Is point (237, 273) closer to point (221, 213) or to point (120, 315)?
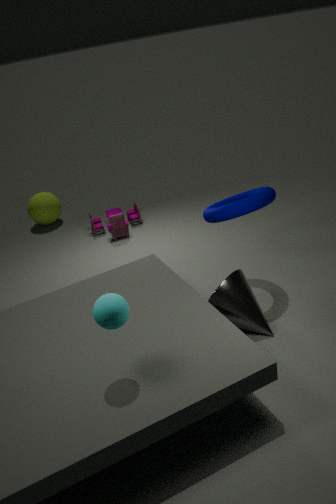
point (221, 213)
